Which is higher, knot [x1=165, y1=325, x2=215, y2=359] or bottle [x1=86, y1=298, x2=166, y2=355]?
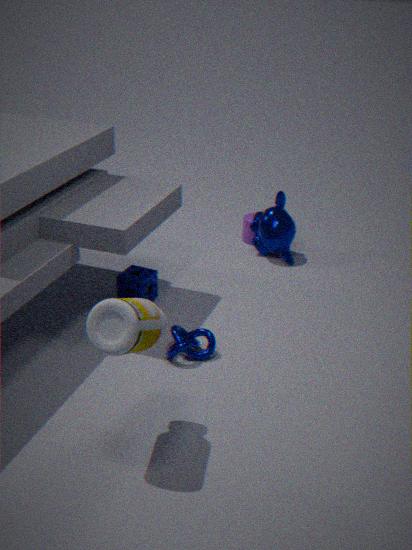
bottle [x1=86, y1=298, x2=166, y2=355]
